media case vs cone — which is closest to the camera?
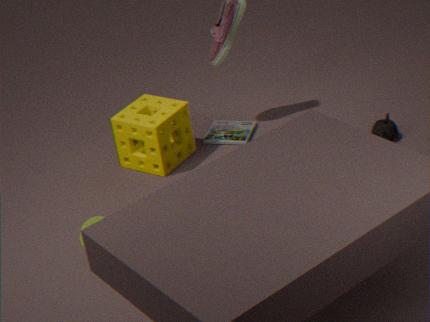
cone
